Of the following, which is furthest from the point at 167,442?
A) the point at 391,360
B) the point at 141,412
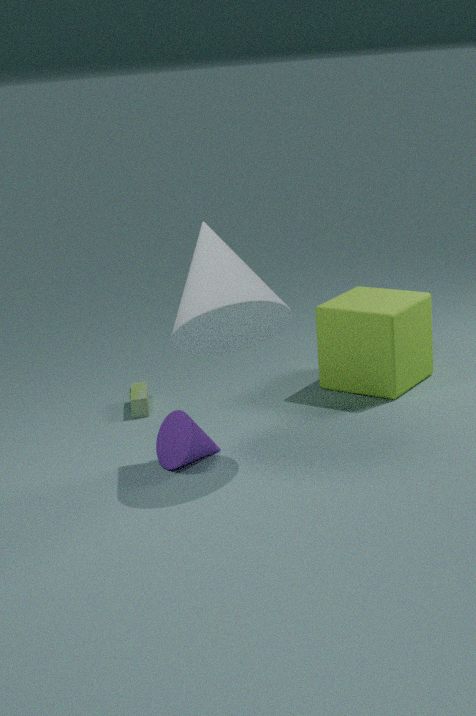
the point at 391,360
